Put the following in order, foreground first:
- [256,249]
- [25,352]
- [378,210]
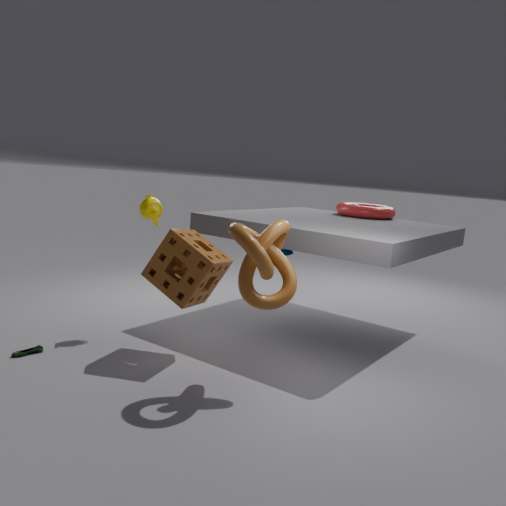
[256,249] < [25,352] < [378,210]
